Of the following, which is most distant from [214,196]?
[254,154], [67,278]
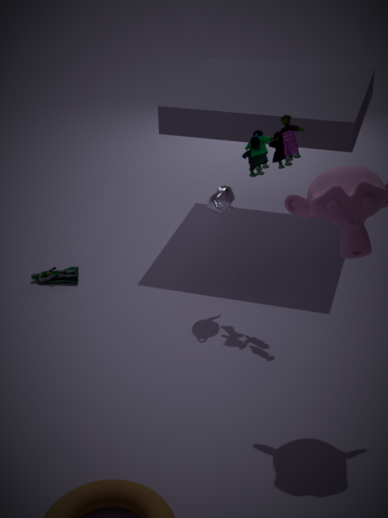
[67,278]
